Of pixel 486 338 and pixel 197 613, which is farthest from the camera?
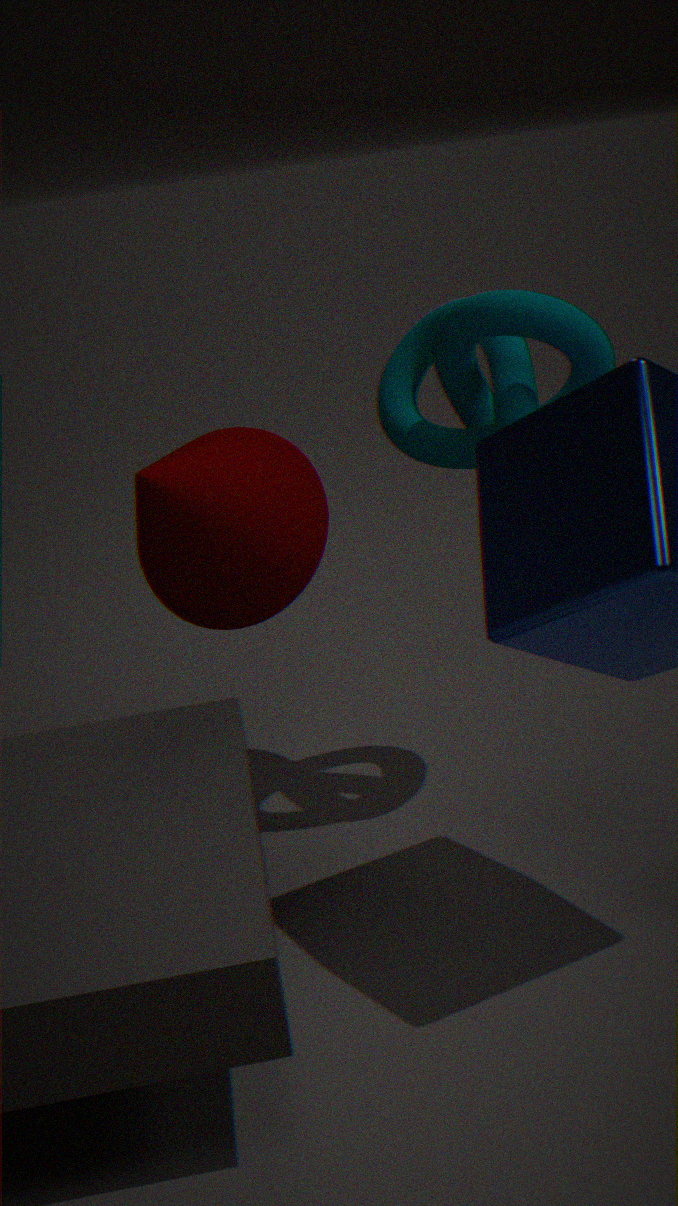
pixel 197 613
